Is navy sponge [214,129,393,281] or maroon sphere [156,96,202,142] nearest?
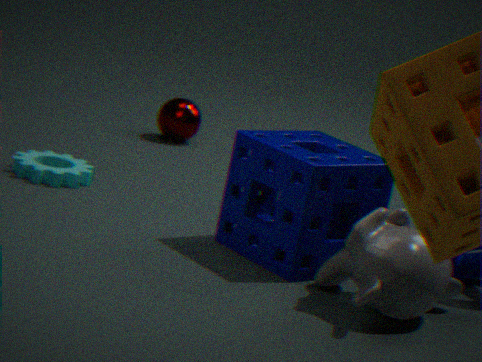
navy sponge [214,129,393,281]
